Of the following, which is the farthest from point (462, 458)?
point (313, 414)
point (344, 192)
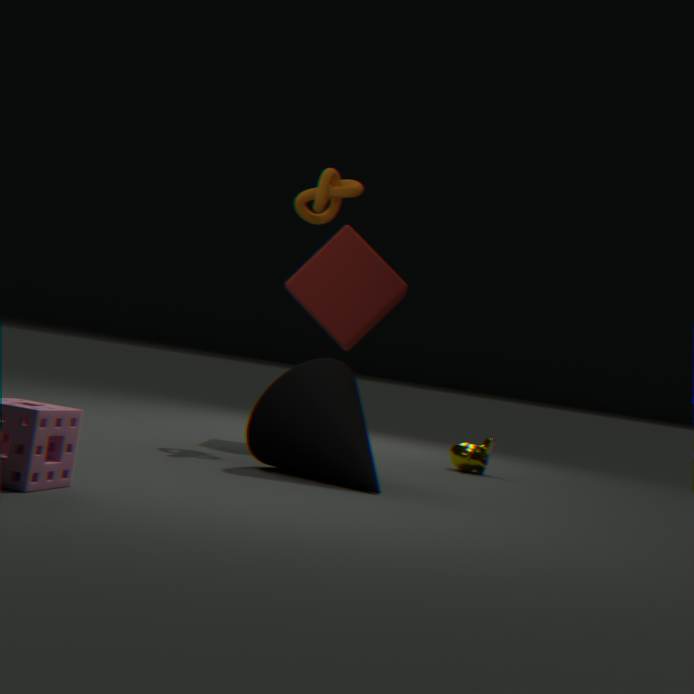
point (344, 192)
